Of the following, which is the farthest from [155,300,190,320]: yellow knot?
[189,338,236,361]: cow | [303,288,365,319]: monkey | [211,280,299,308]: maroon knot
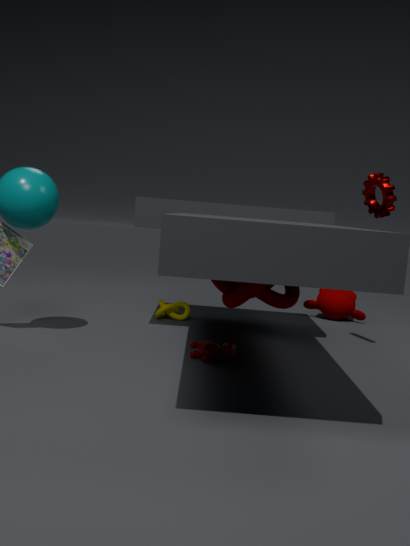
[303,288,365,319]: monkey
